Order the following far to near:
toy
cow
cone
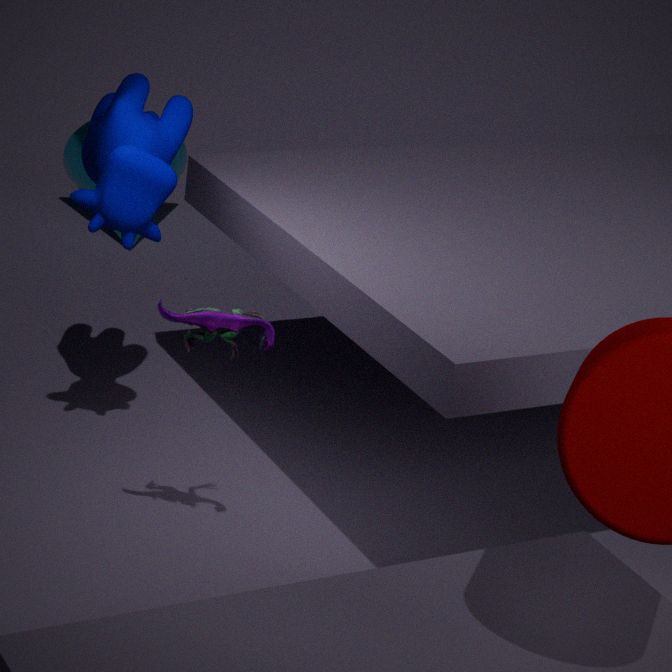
cone
cow
toy
